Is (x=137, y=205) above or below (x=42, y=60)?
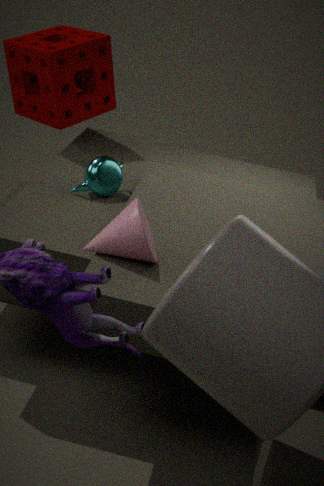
below
